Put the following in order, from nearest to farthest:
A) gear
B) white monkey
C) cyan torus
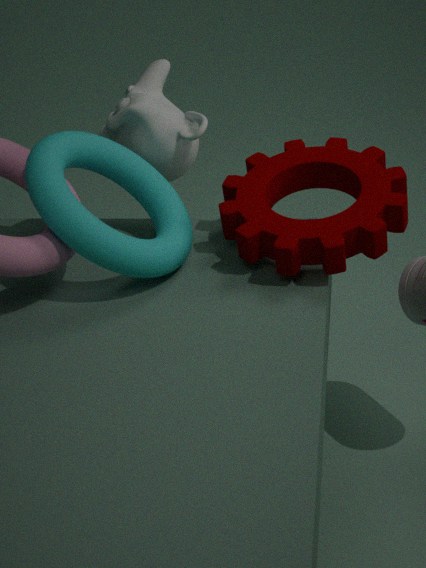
cyan torus, gear, white monkey
